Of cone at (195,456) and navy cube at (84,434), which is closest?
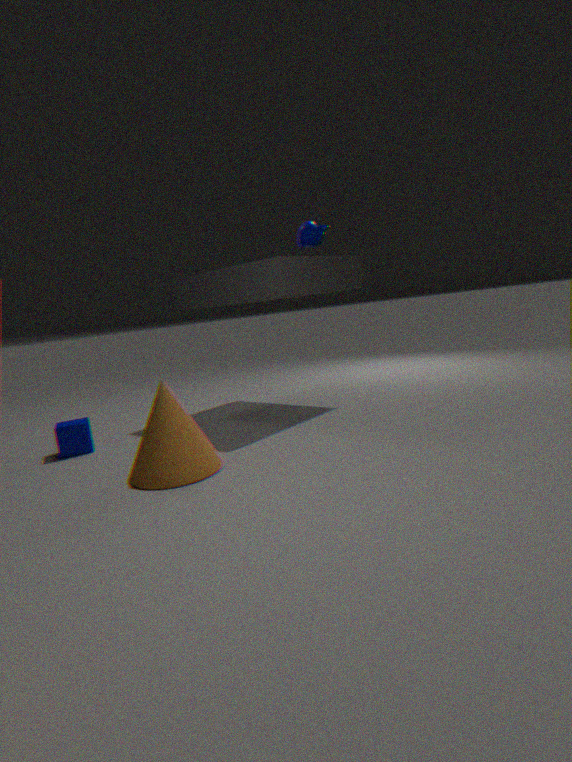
cone at (195,456)
